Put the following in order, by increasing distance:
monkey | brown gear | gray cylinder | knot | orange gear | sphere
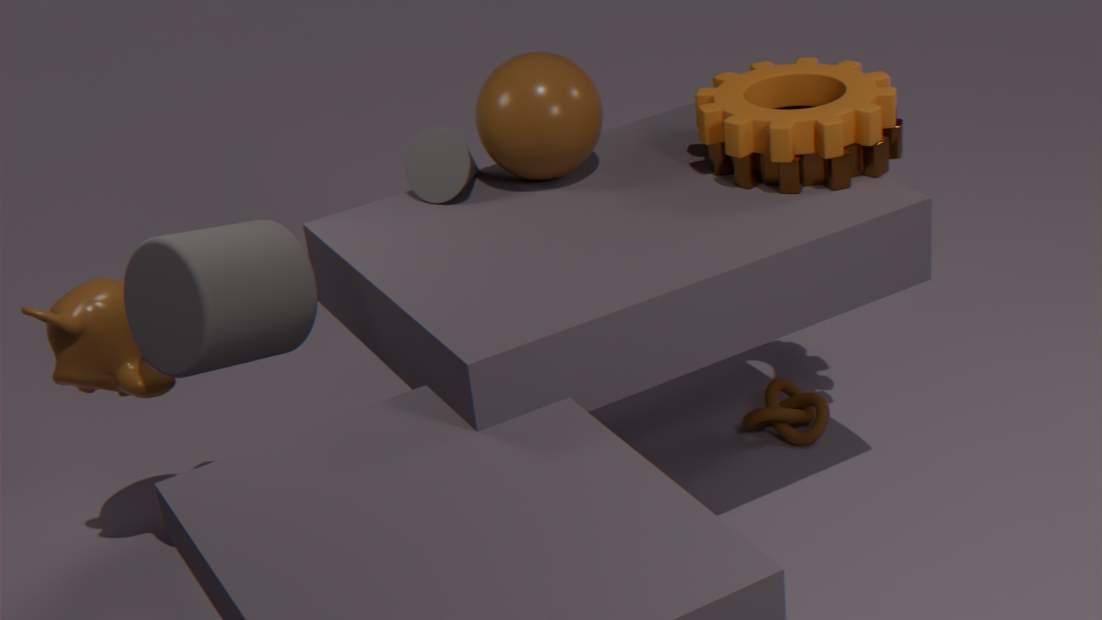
gray cylinder, orange gear, monkey, brown gear, sphere, knot
